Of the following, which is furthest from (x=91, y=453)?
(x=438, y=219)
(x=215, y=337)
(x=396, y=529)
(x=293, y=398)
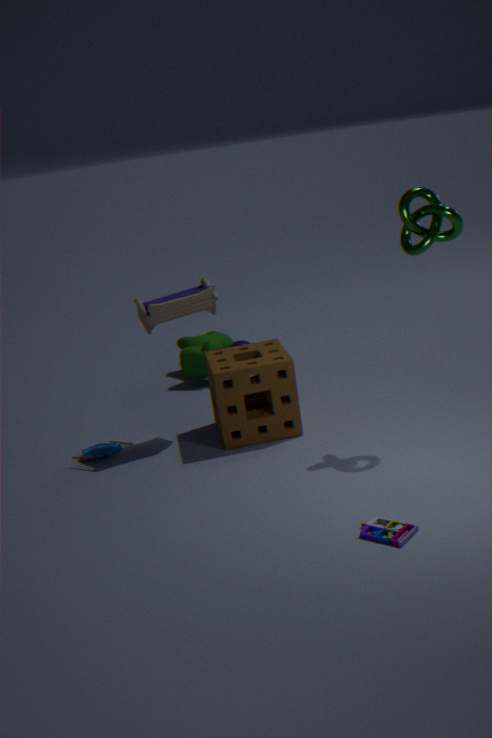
(x=438, y=219)
